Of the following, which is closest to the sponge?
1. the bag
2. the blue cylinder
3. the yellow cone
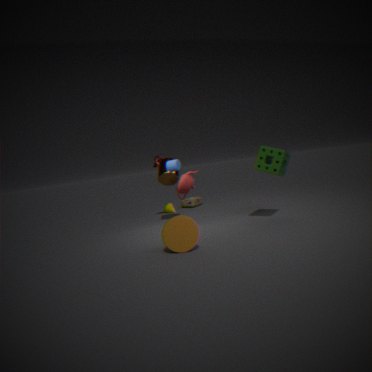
the blue cylinder
